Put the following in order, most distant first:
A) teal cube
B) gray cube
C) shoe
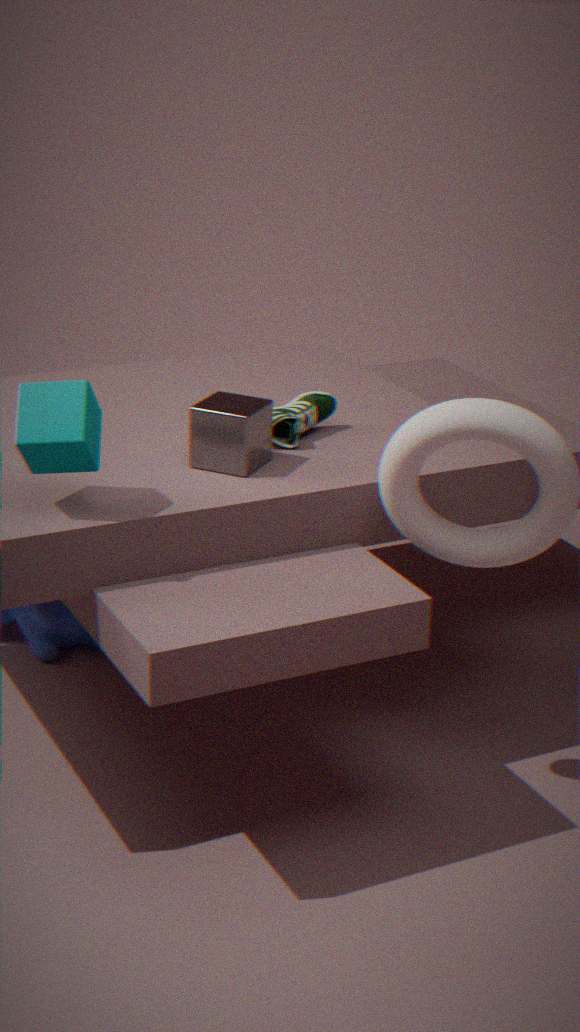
shoe
gray cube
teal cube
